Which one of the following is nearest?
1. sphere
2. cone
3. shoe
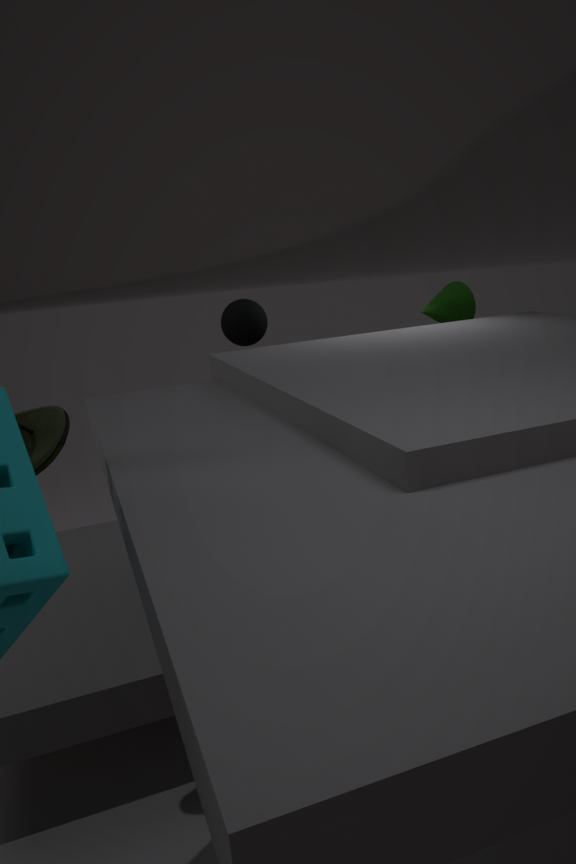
shoe
